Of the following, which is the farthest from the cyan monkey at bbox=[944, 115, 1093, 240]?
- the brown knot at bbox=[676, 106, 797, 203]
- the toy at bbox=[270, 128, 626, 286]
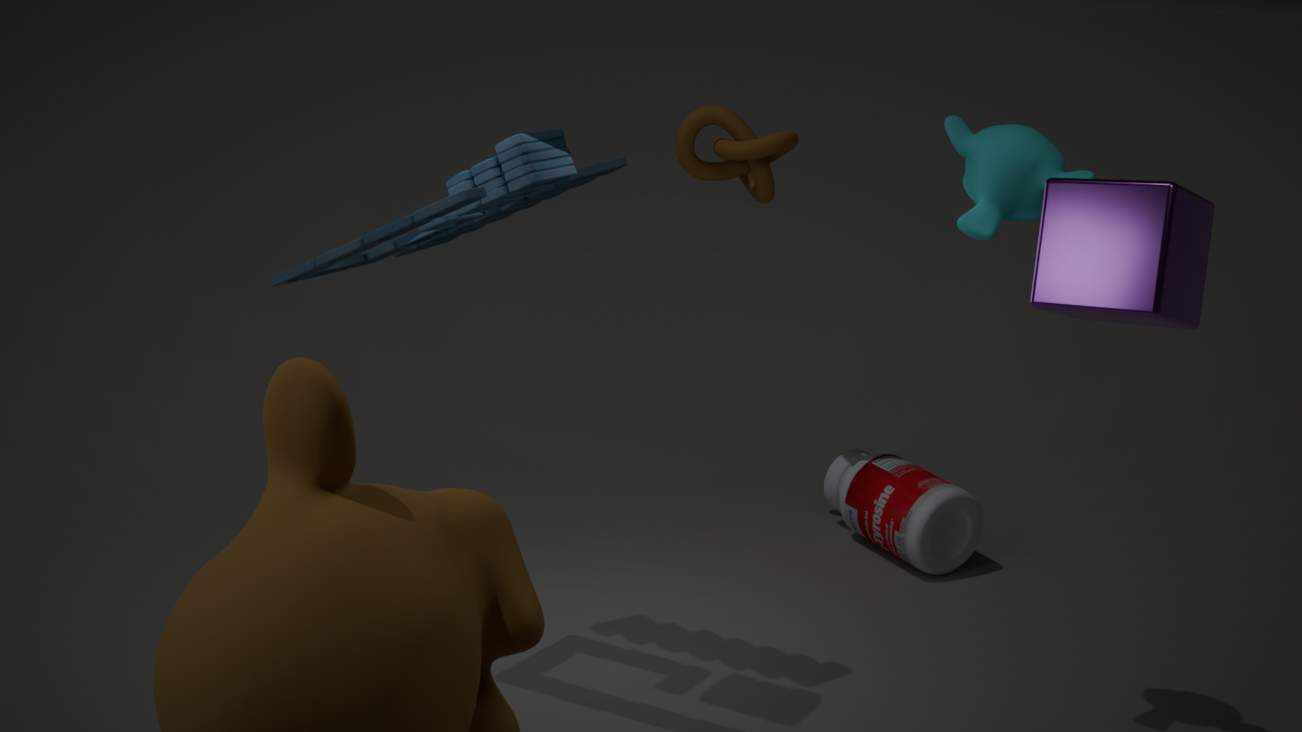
the brown knot at bbox=[676, 106, 797, 203]
